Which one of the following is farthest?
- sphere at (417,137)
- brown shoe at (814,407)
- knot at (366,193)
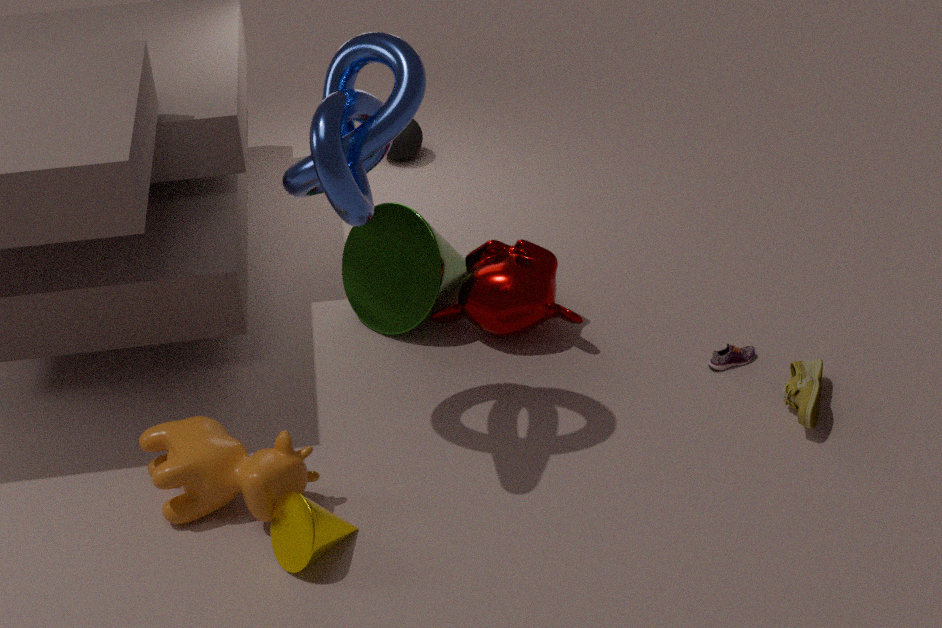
sphere at (417,137)
